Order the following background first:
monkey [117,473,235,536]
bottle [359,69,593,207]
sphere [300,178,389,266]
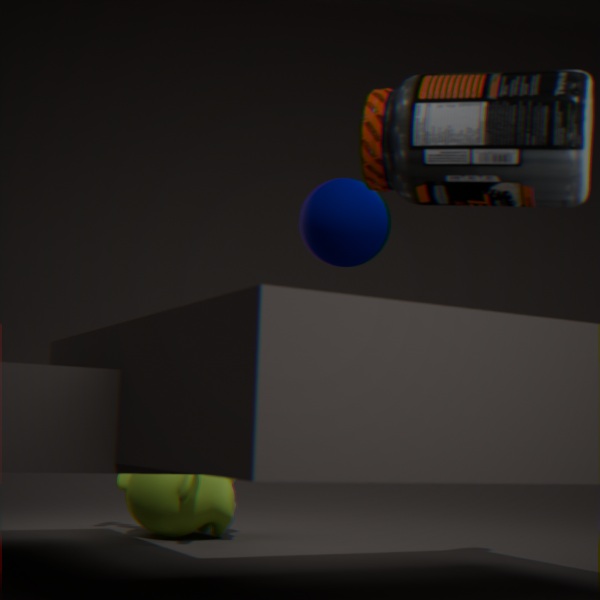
monkey [117,473,235,536] < sphere [300,178,389,266] < bottle [359,69,593,207]
